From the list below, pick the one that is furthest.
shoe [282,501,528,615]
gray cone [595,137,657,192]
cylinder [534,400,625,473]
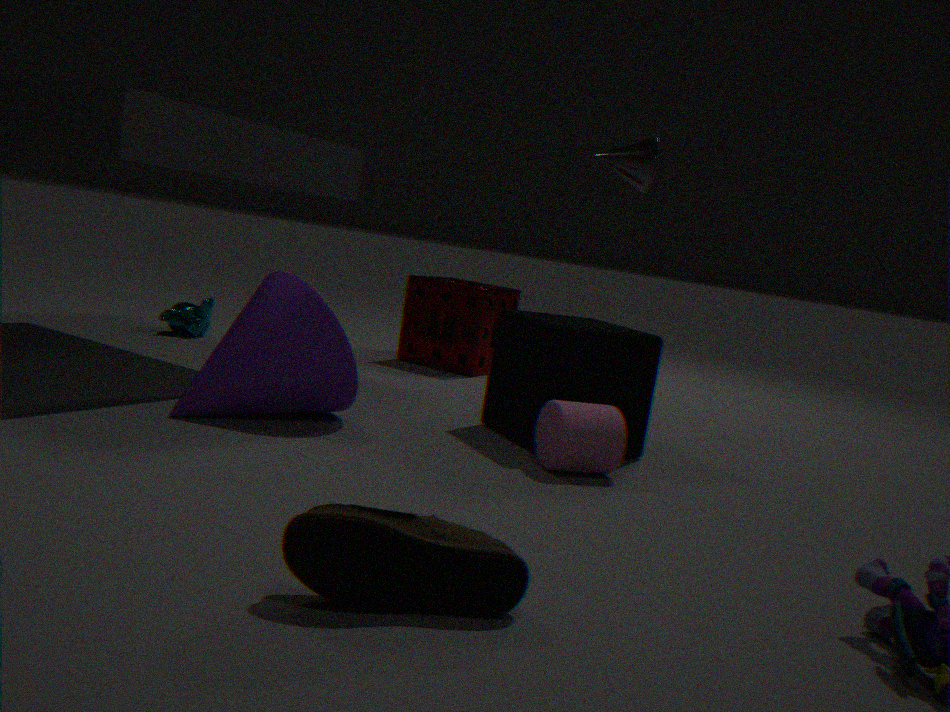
gray cone [595,137,657,192]
